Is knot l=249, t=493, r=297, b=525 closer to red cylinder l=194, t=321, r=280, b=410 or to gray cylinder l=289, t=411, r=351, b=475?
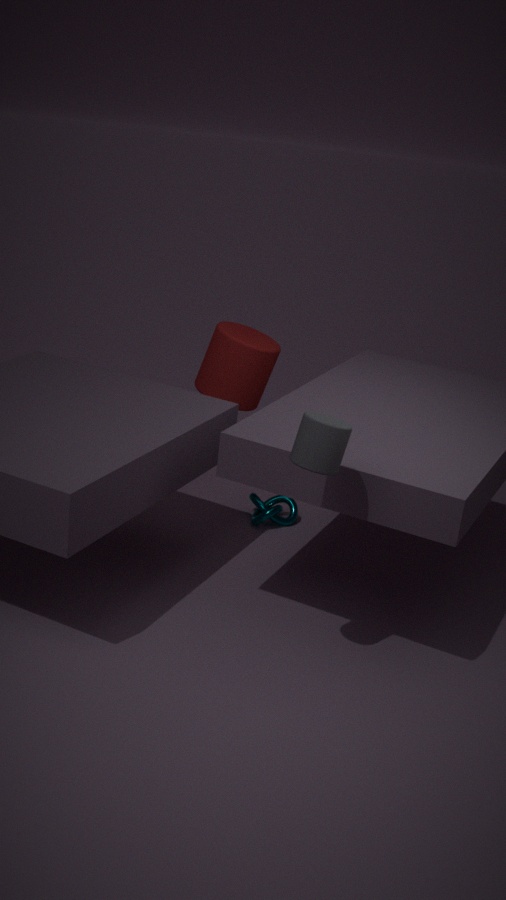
red cylinder l=194, t=321, r=280, b=410
